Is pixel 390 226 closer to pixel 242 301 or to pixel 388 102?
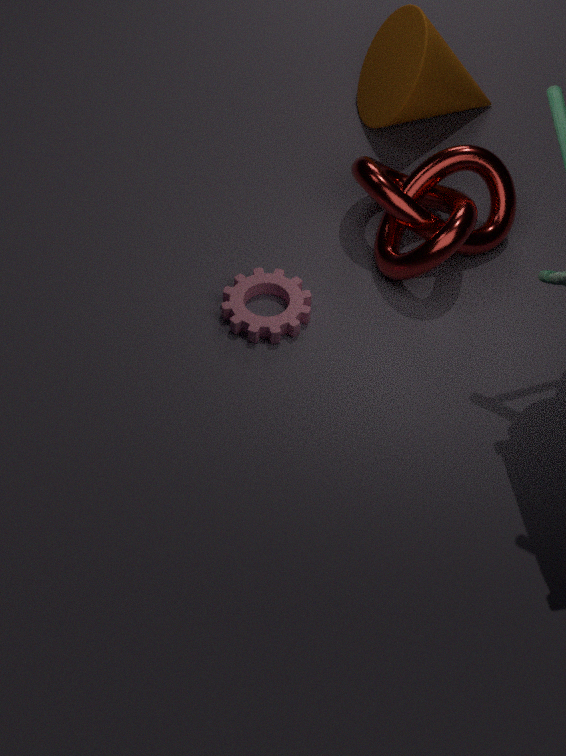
pixel 242 301
